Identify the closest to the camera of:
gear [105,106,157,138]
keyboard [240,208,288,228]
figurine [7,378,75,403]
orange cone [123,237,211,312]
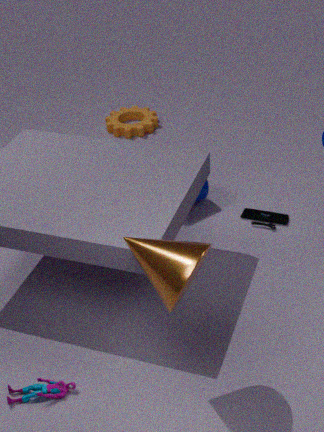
orange cone [123,237,211,312]
